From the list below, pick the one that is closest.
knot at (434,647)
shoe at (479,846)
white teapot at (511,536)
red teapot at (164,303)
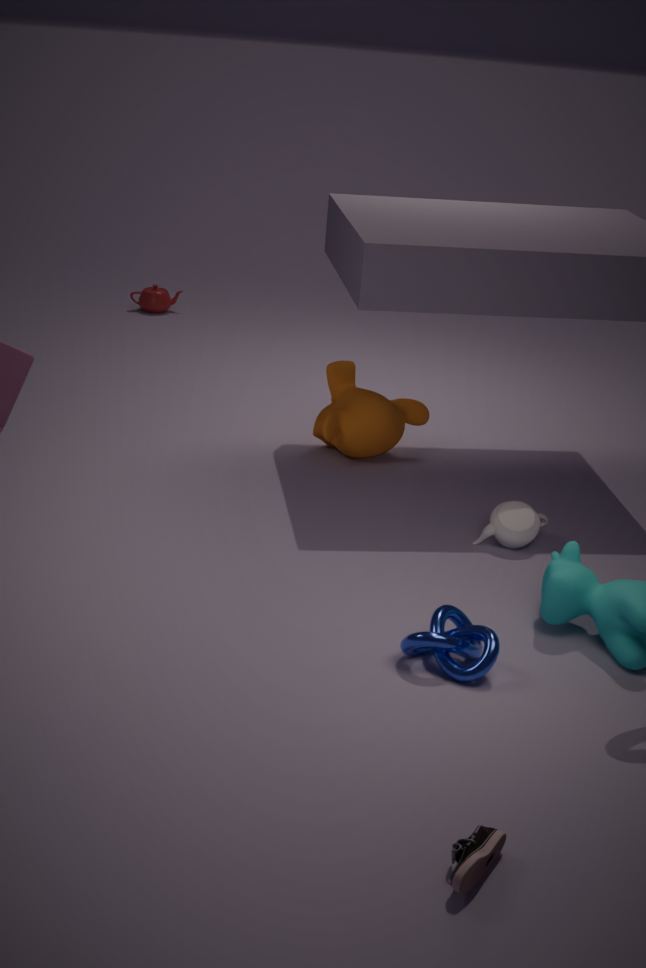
shoe at (479,846)
